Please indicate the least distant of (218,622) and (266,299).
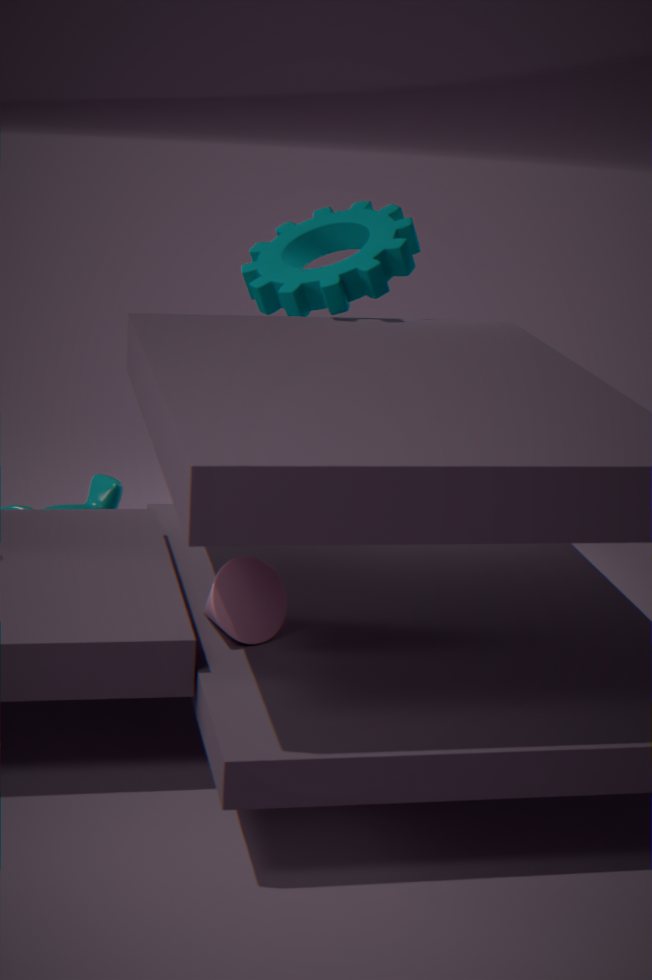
(218,622)
